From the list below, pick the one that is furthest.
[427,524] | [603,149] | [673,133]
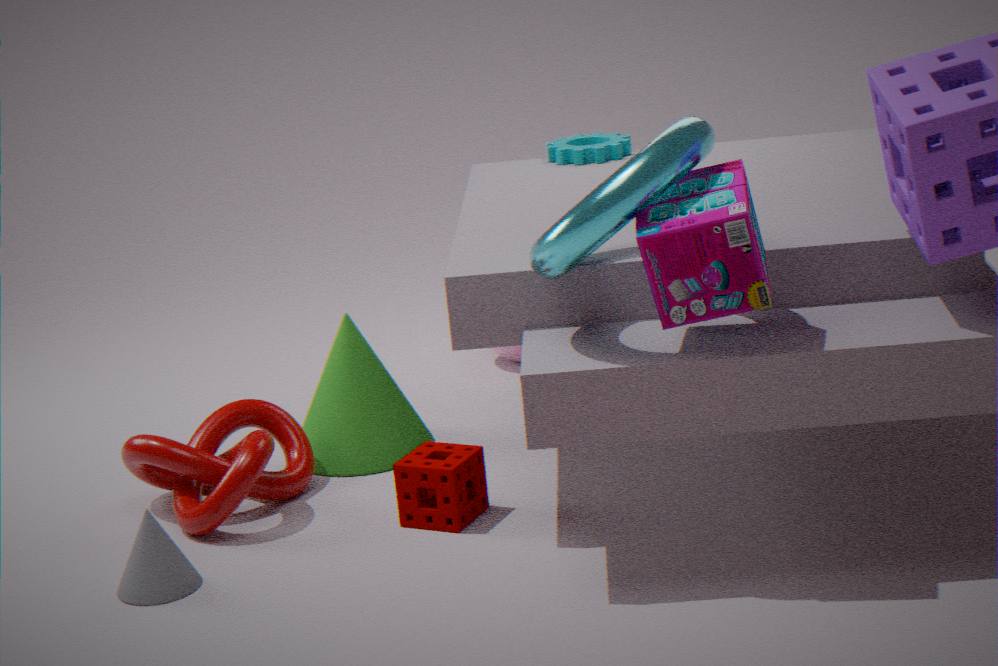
[603,149]
